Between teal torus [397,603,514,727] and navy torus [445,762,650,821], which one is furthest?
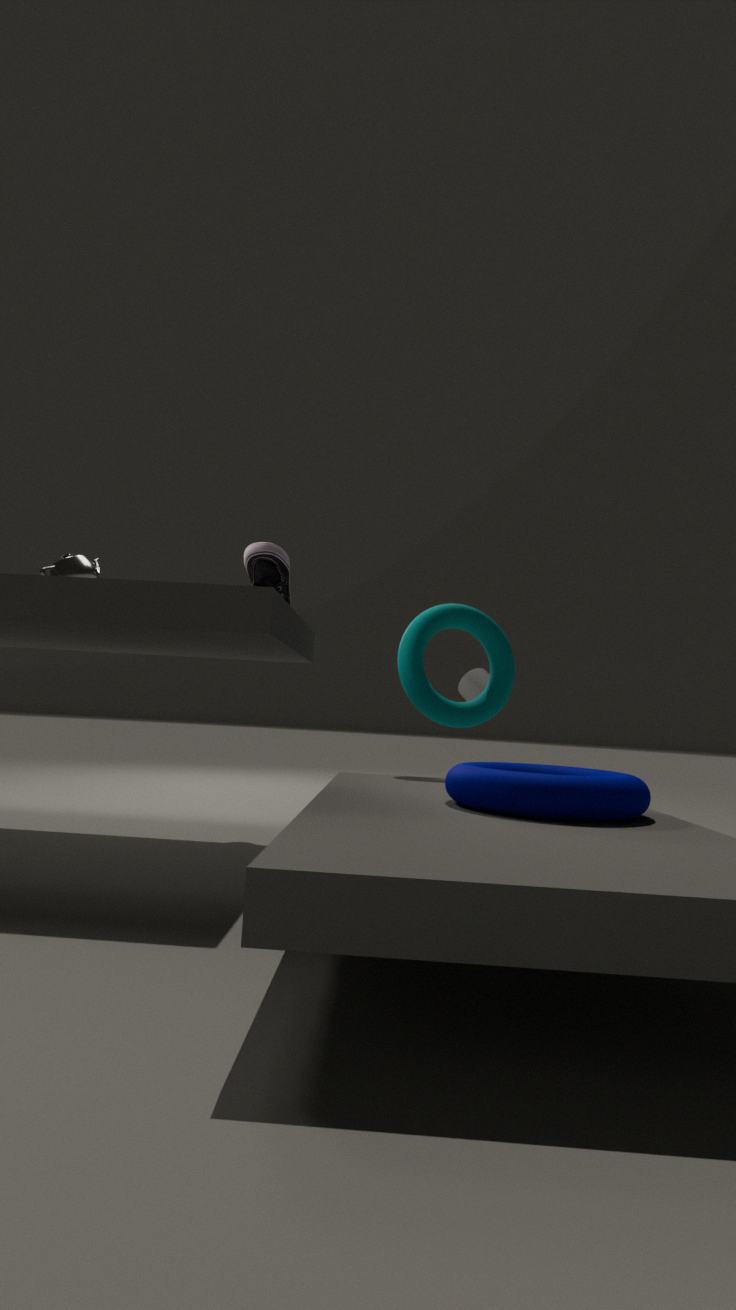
teal torus [397,603,514,727]
